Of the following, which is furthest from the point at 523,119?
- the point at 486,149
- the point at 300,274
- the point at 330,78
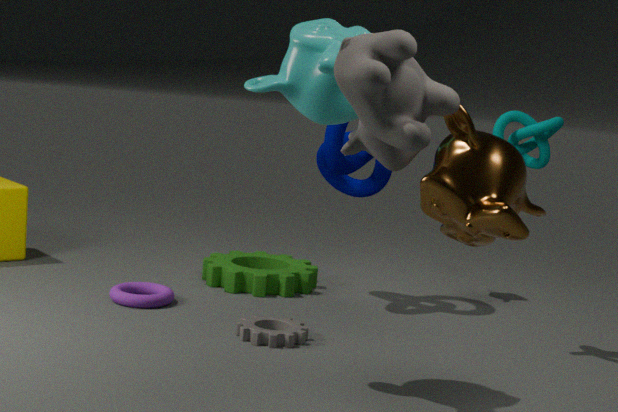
the point at 300,274
